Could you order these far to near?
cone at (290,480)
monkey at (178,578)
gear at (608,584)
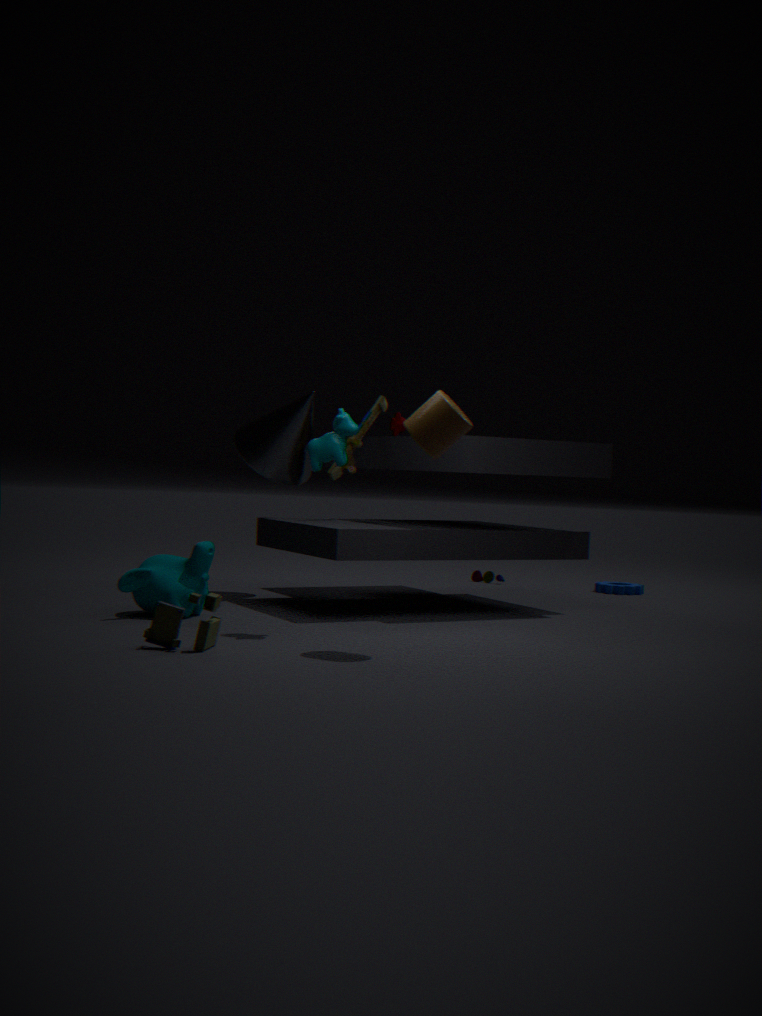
gear at (608,584) < cone at (290,480) < monkey at (178,578)
